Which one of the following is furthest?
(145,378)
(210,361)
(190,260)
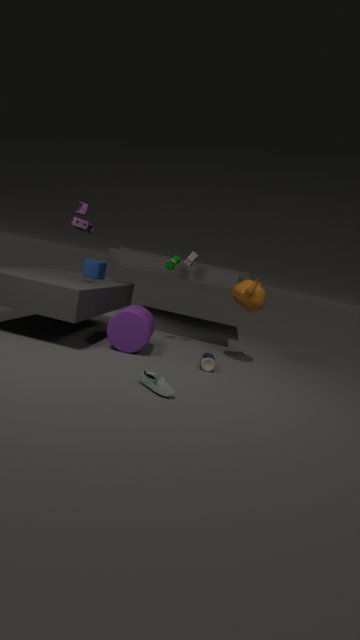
(190,260)
